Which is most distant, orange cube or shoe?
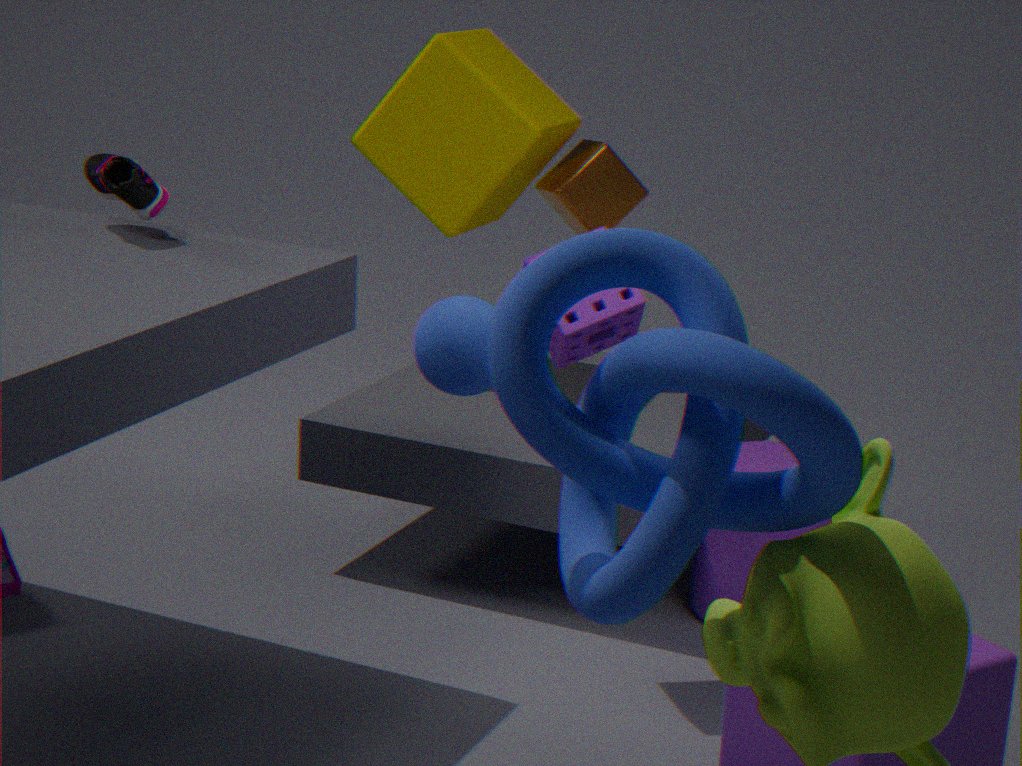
orange cube
